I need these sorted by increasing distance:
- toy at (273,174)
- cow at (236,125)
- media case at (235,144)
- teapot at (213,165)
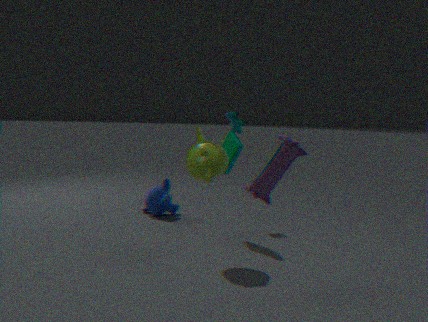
1. toy at (273,174)
2. teapot at (213,165)
3. media case at (235,144)
4. cow at (236,125)
